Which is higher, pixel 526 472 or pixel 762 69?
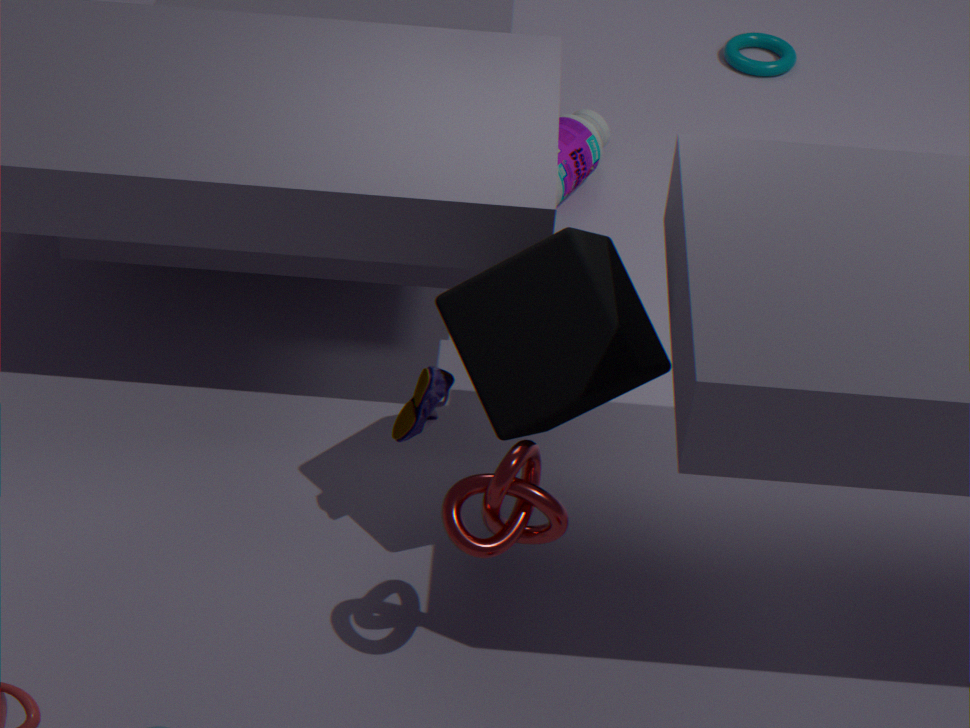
pixel 526 472
